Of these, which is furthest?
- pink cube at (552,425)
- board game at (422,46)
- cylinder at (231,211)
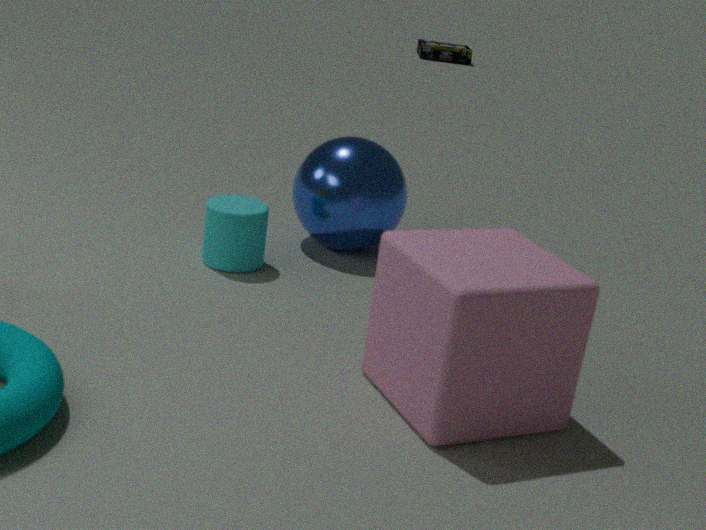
board game at (422,46)
